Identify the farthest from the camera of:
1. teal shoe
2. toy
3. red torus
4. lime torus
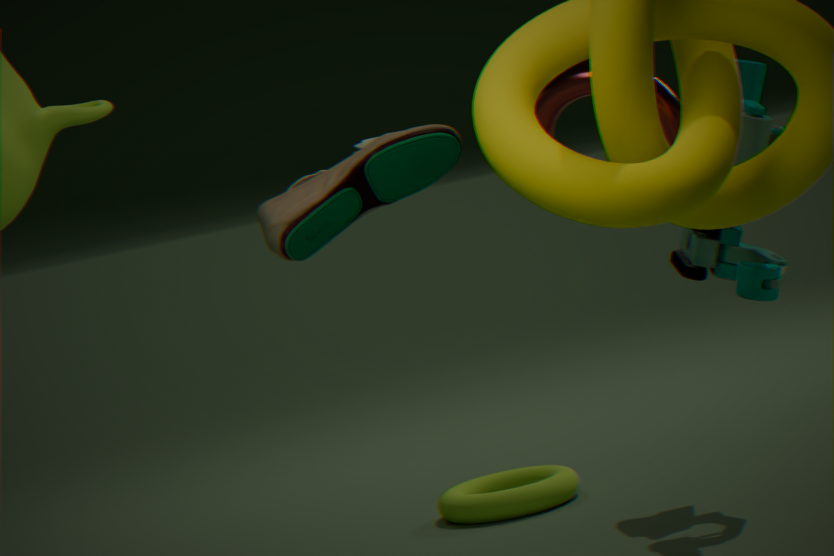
lime torus
